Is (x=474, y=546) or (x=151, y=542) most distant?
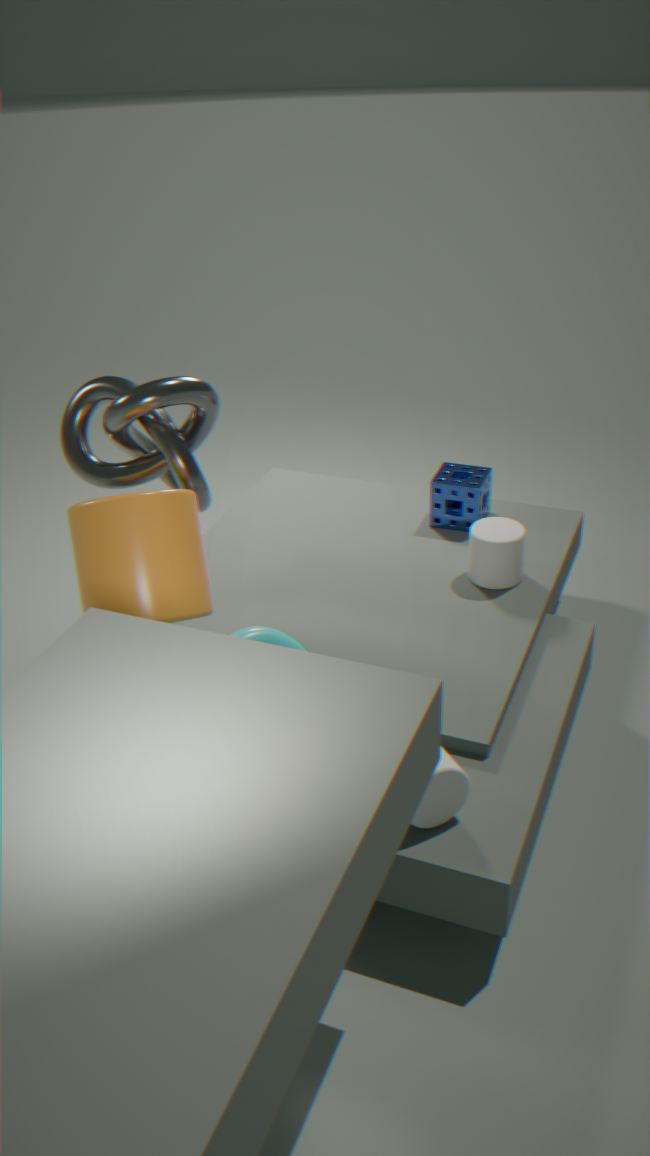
(x=474, y=546)
